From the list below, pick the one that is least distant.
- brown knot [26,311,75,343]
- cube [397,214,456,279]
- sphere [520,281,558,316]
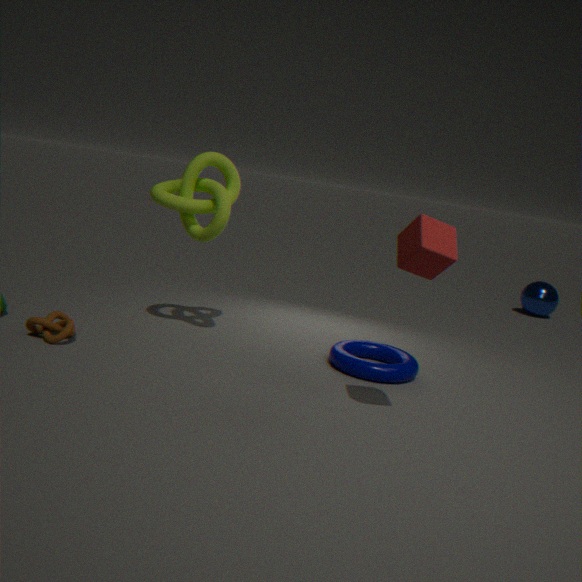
cube [397,214,456,279]
